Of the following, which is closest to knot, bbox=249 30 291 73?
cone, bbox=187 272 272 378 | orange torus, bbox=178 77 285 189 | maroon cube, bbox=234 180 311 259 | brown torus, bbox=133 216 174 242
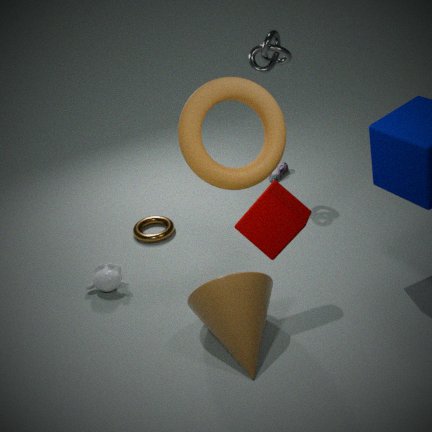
orange torus, bbox=178 77 285 189
